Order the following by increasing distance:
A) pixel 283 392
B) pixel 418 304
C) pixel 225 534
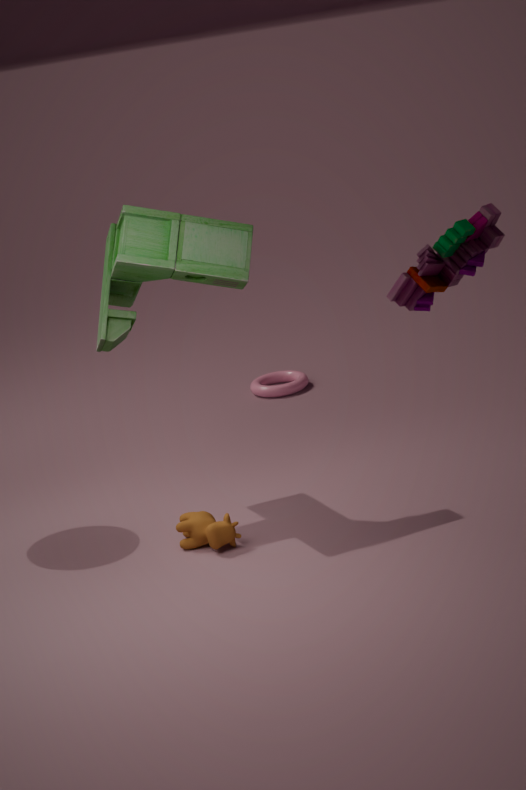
pixel 418 304 < pixel 225 534 < pixel 283 392
